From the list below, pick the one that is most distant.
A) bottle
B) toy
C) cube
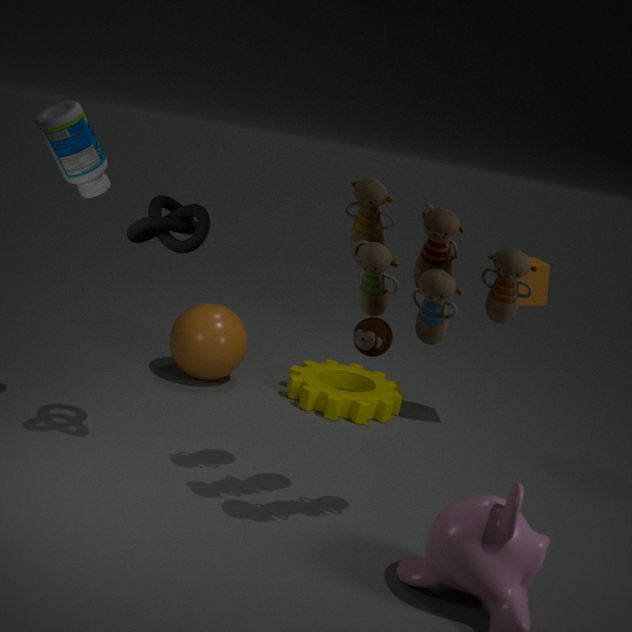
cube
